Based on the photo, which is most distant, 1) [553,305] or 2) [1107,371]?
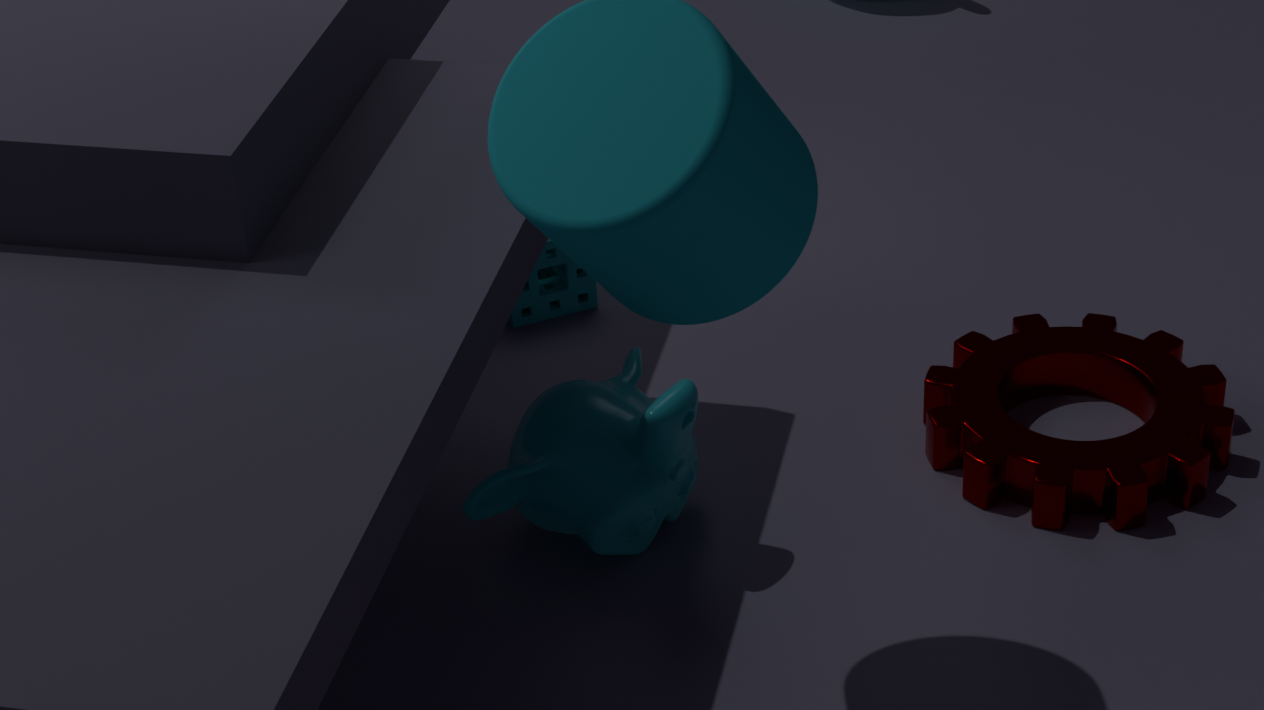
1. [553,305]
